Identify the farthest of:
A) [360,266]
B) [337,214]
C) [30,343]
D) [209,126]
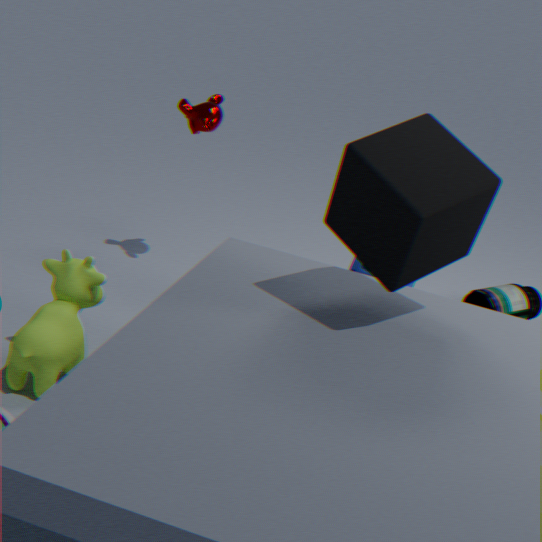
[209,126]
